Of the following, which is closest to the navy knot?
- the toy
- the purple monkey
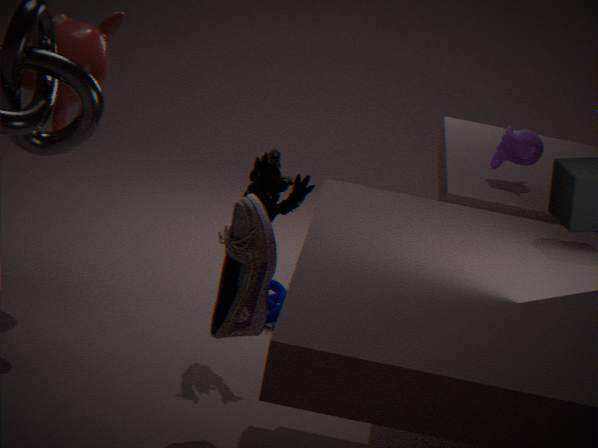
the toy
